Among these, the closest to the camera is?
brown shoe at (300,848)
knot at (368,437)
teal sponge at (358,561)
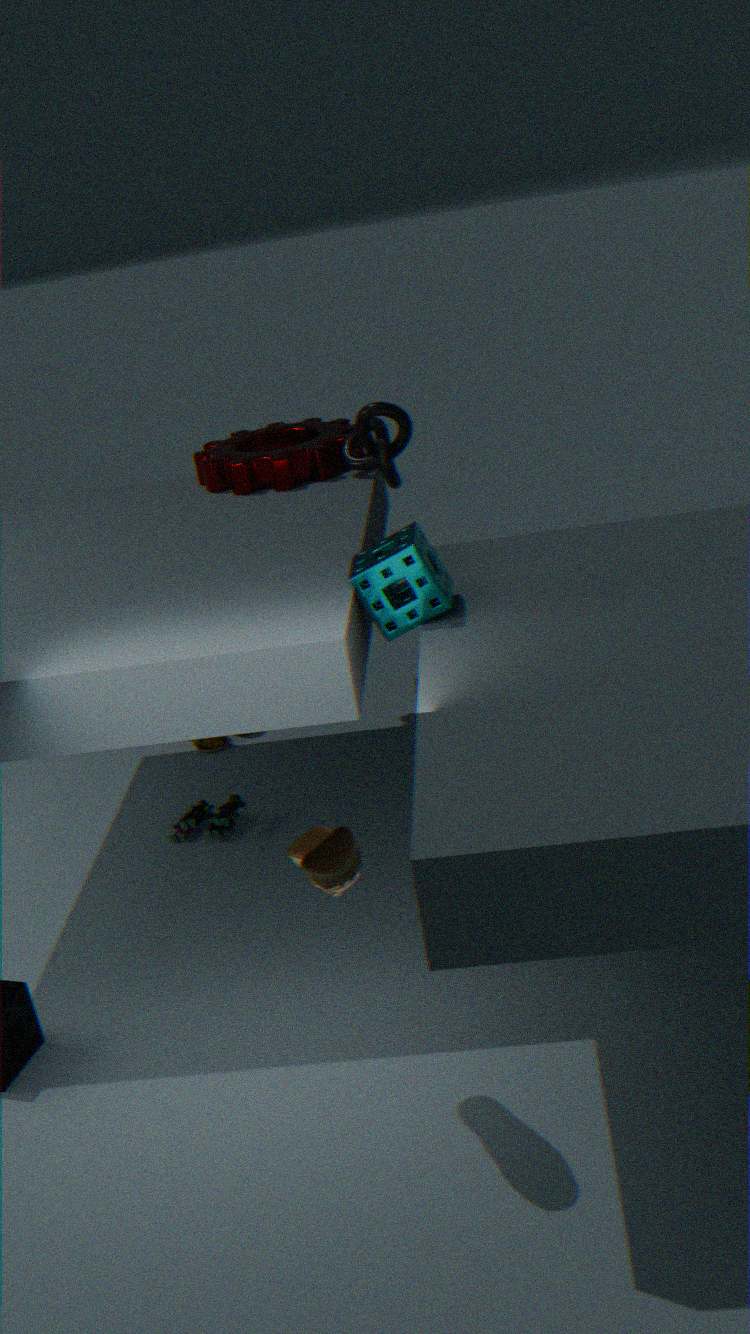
brown shoe at (300,848)
